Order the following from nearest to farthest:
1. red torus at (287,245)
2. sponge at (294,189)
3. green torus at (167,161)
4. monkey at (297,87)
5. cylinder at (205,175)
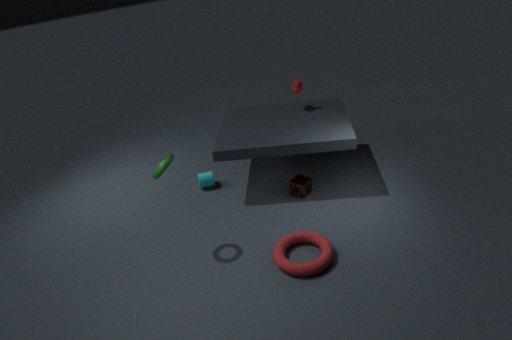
red torus at (287,245), green torus at (167,161), sponge at (294,189), cylinder at (205,175), monkey at (297,87)
